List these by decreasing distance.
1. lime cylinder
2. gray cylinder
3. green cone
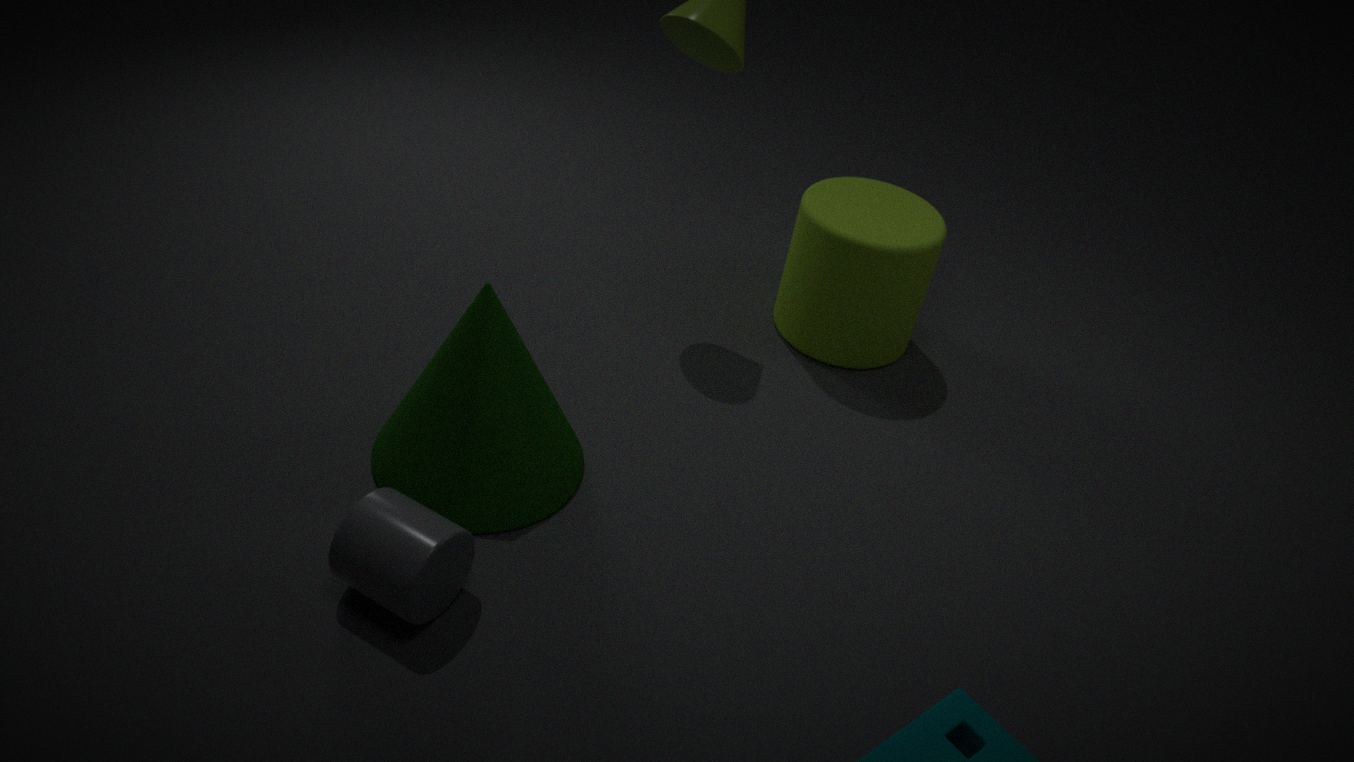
lime cylinder, green cone, gray cylinder
